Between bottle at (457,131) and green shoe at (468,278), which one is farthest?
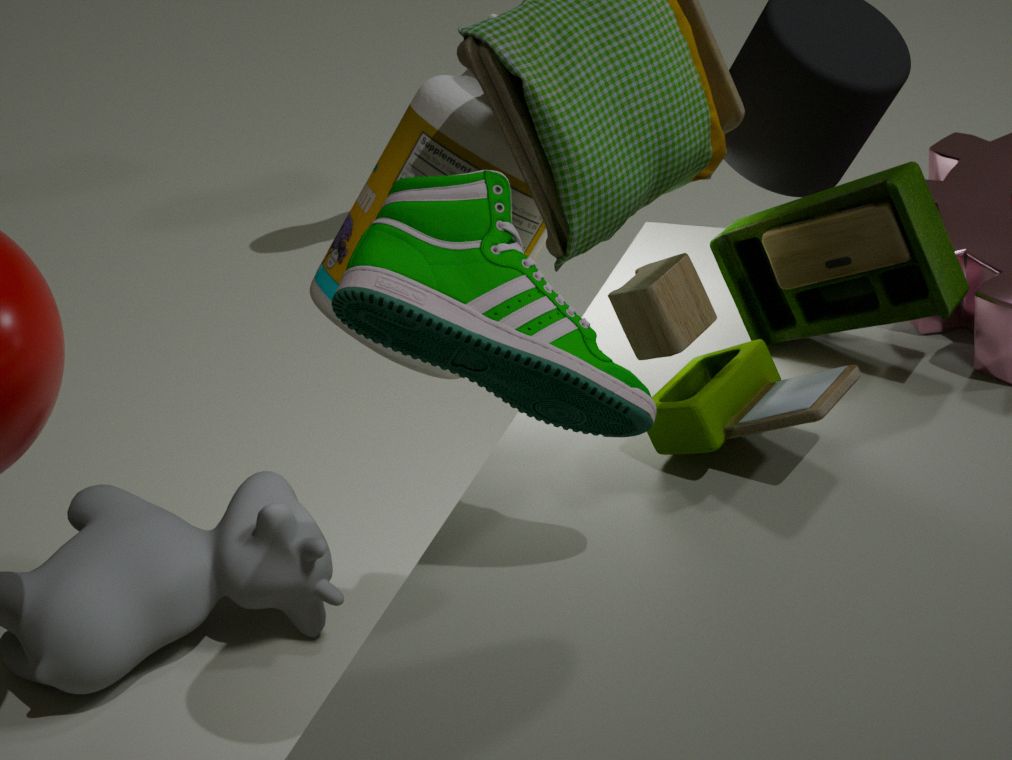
bottle at (457,131)
